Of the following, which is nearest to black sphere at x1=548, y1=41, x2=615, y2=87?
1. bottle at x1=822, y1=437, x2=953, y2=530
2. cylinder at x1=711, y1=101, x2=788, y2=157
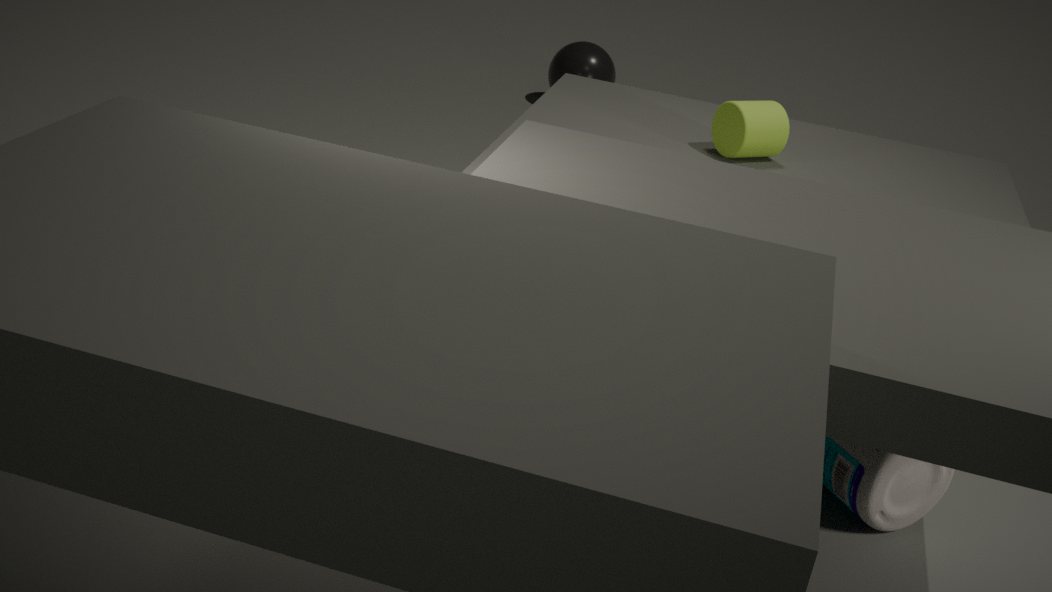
cylinder at x1=711, y1=101, x2=788, y2=157
